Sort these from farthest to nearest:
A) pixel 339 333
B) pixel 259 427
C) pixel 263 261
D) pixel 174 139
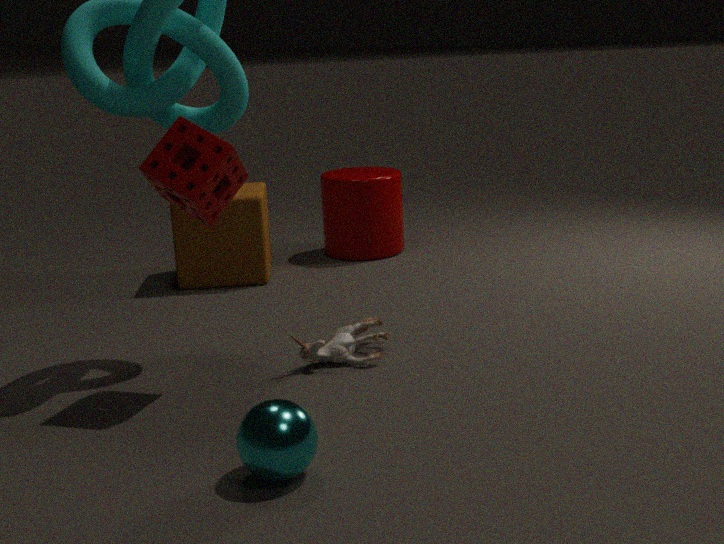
pixel 263 261 → pixel 339 333 → pixel 174 139 → pixel 259 427
